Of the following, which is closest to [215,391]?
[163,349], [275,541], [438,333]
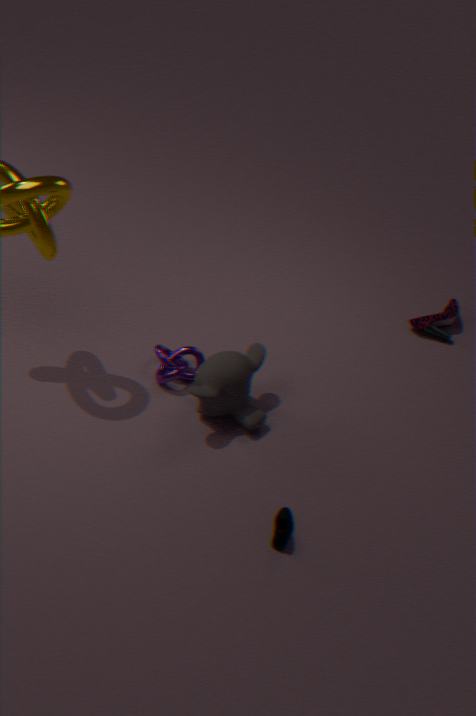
[163,349]
